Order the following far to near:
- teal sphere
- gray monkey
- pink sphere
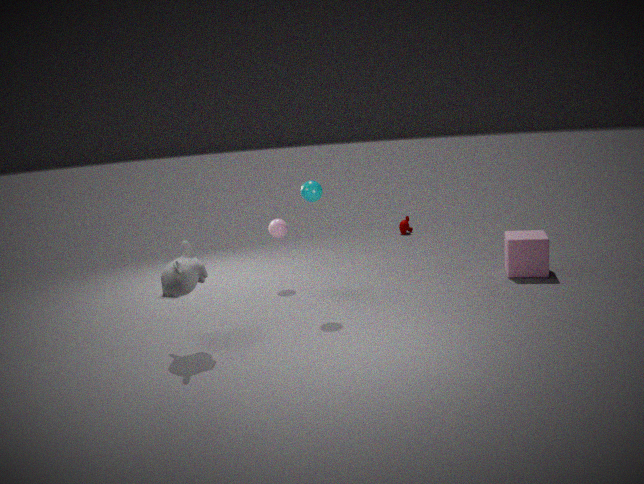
pink sphere, teal sphere, gray monkey
